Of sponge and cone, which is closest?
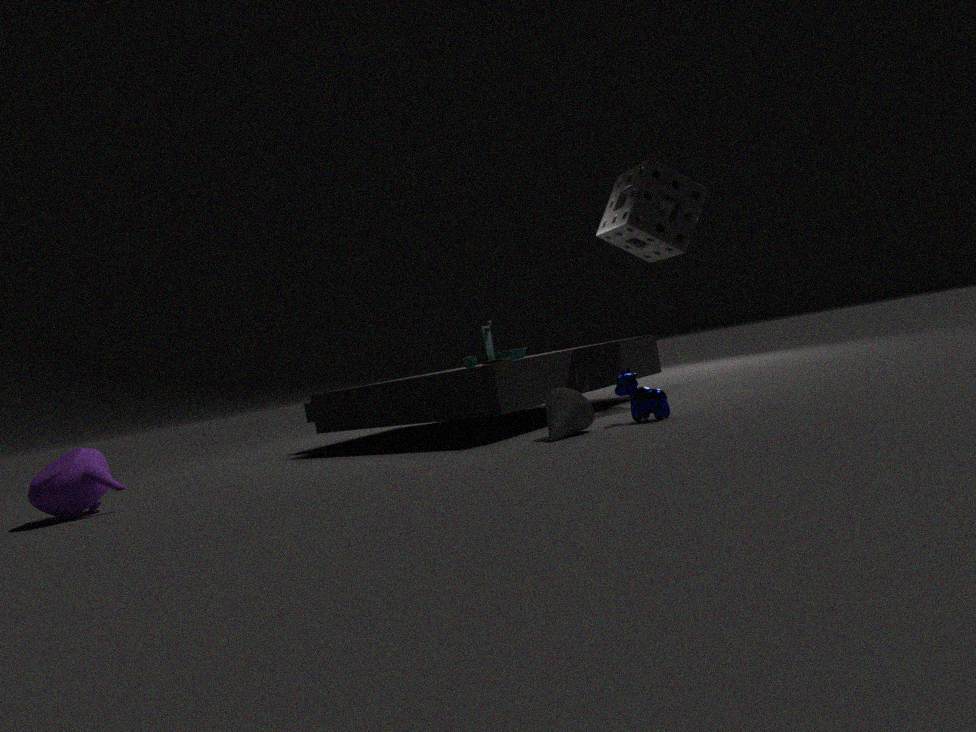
cone
